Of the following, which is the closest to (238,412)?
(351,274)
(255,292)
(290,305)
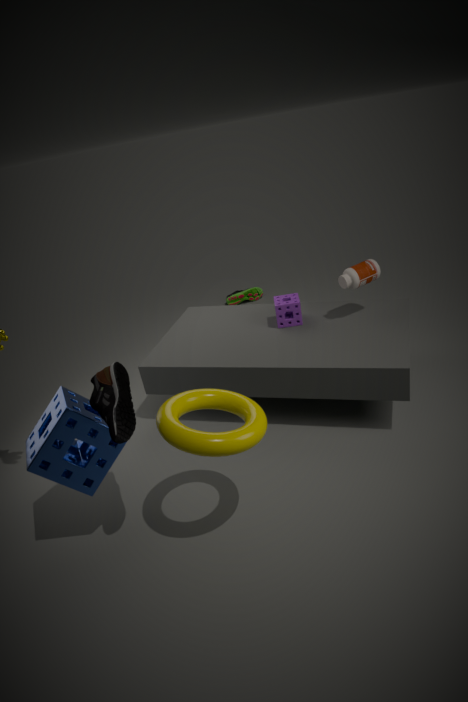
(290,305)
